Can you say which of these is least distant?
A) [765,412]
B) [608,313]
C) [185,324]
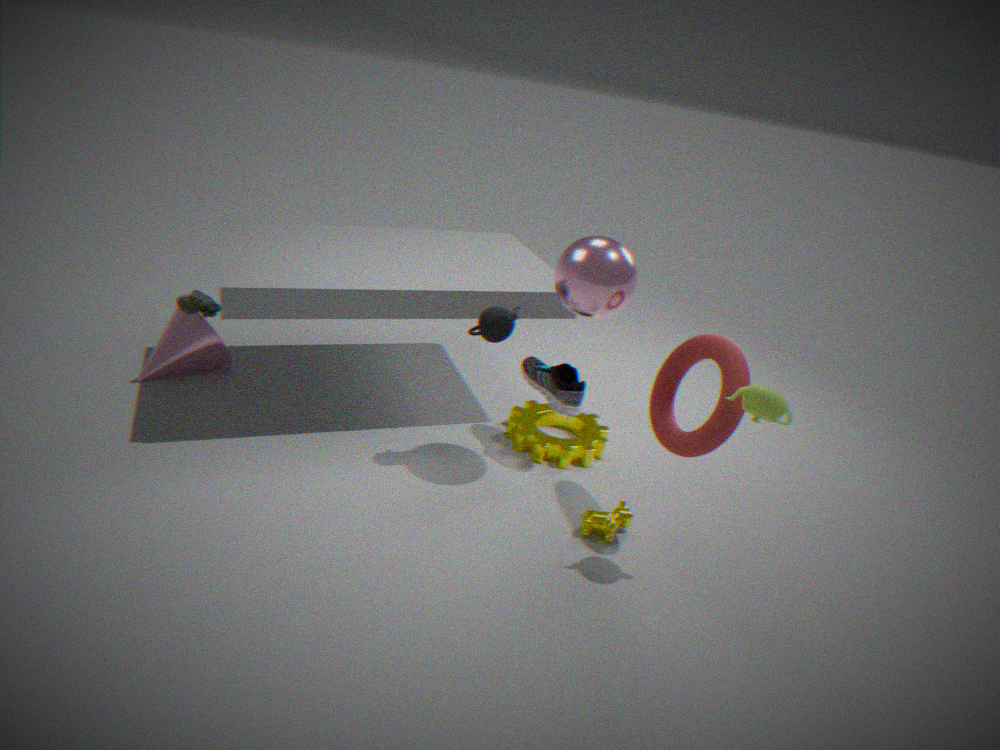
[765,412]
